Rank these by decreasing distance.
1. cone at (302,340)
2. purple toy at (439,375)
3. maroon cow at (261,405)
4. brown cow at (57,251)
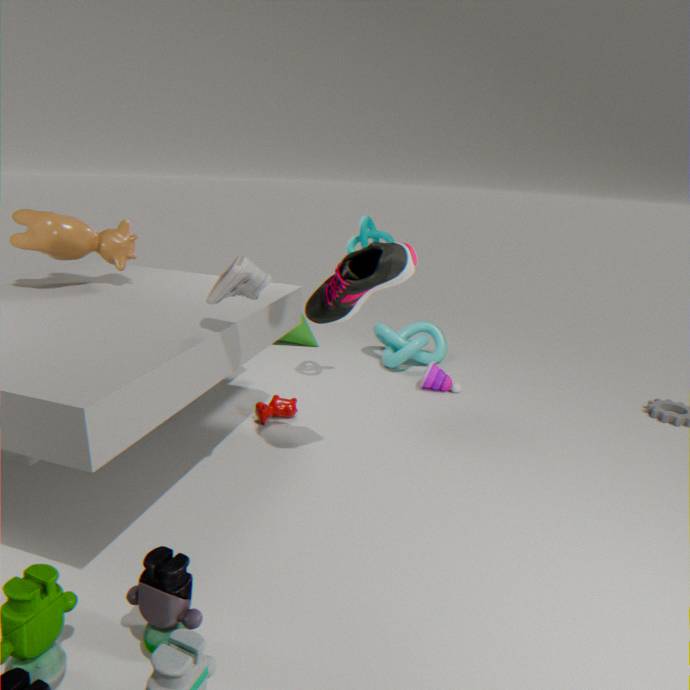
1. cone at (302,340)
2. purple toy at (439,375)
3. maroon cow at (261,405)
4. brown cow at (57,251)
